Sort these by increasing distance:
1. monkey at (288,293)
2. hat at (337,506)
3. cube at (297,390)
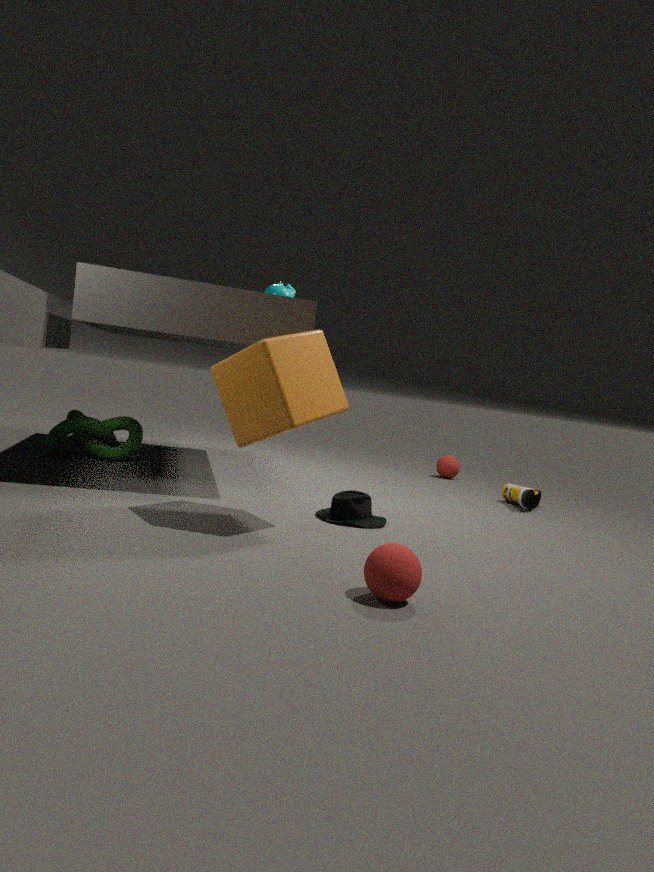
cube at (297,390) → hat at (337,506) → monkey at (288,293)
